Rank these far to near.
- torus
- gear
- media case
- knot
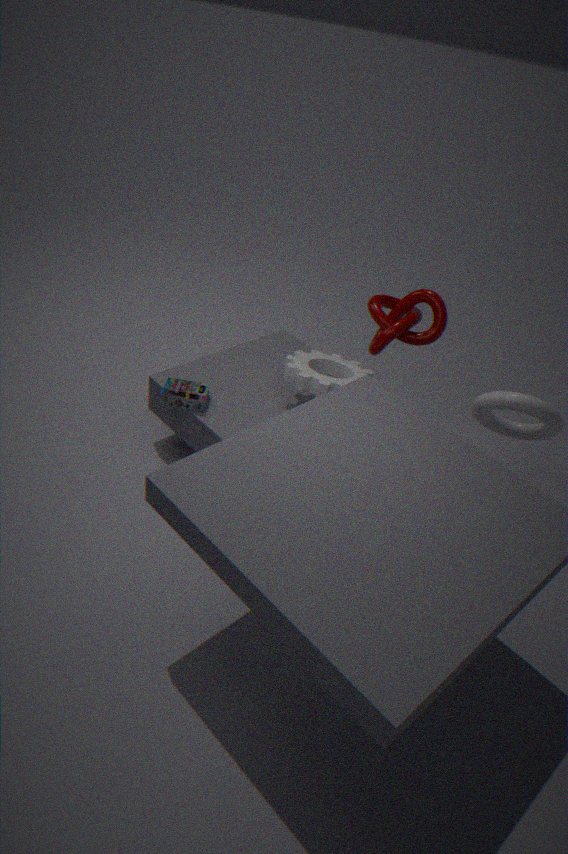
knot
media case
torus
gear
